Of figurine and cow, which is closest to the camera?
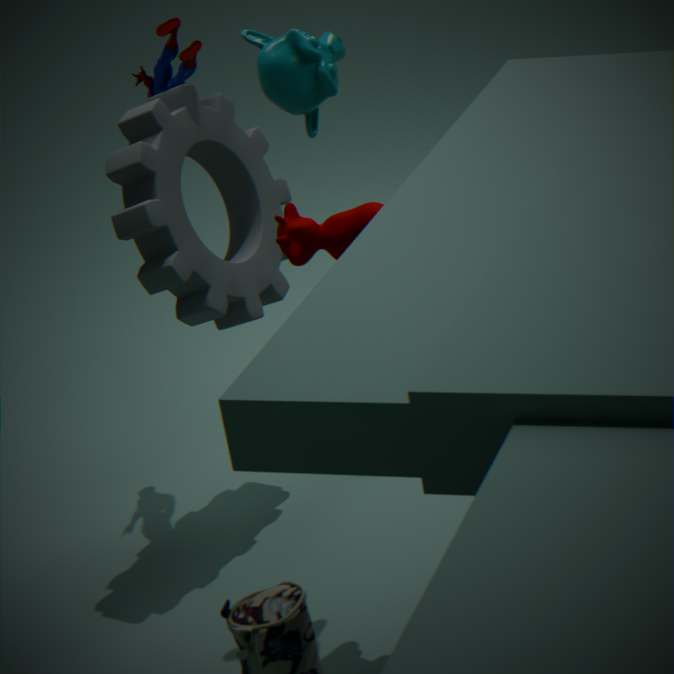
cow
